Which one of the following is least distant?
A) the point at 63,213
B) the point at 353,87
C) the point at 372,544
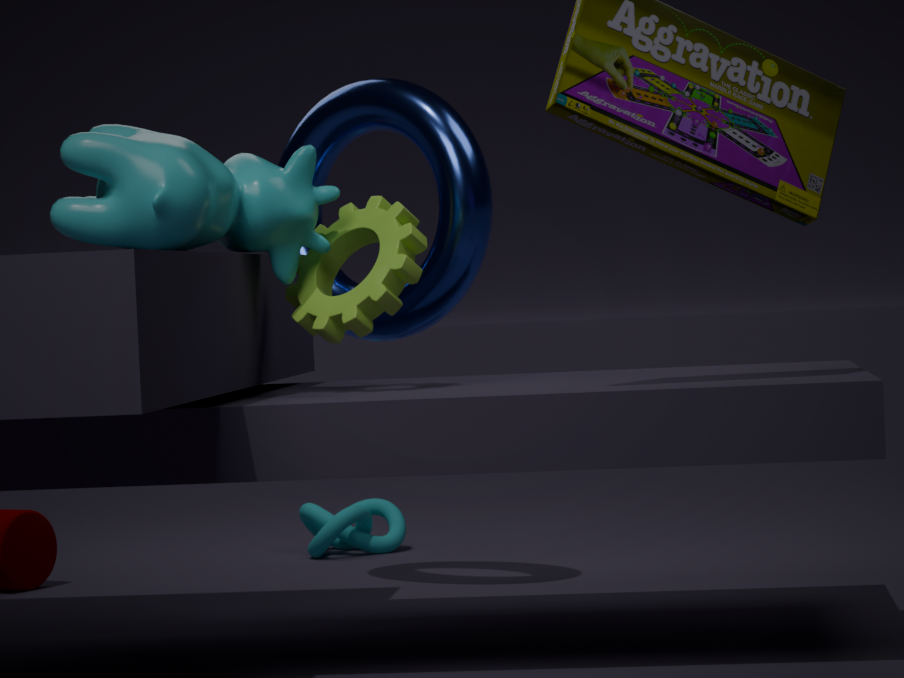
the point at 63,213
